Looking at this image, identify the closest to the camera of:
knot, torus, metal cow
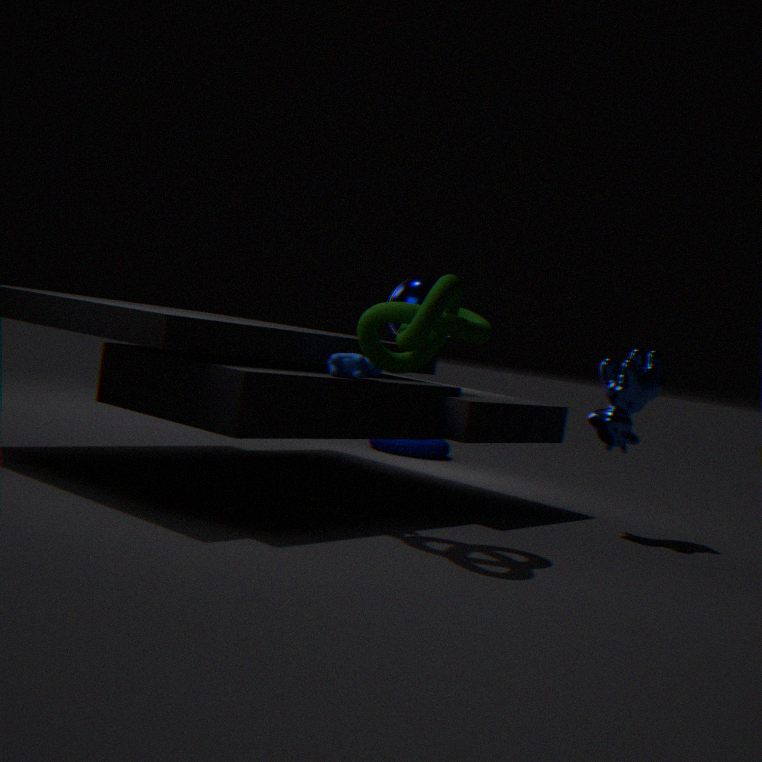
knot
